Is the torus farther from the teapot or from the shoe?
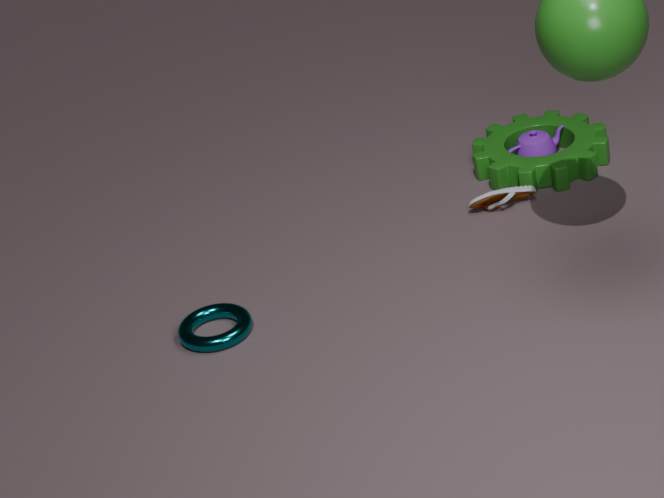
the teapot
